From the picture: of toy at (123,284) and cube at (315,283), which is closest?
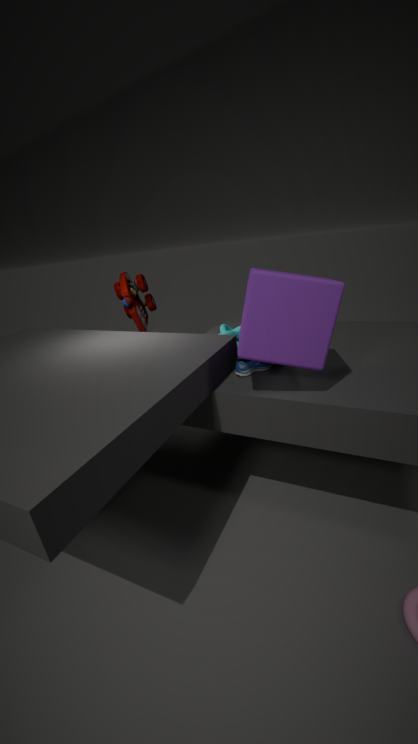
cube at (315,283)
